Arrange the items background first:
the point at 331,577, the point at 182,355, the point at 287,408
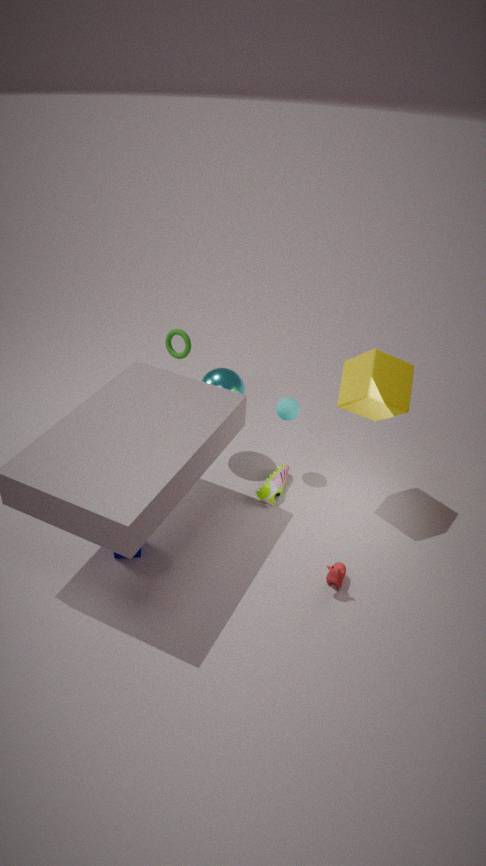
the point at 182,355 < the point at 287,408 < the point at 331,577
